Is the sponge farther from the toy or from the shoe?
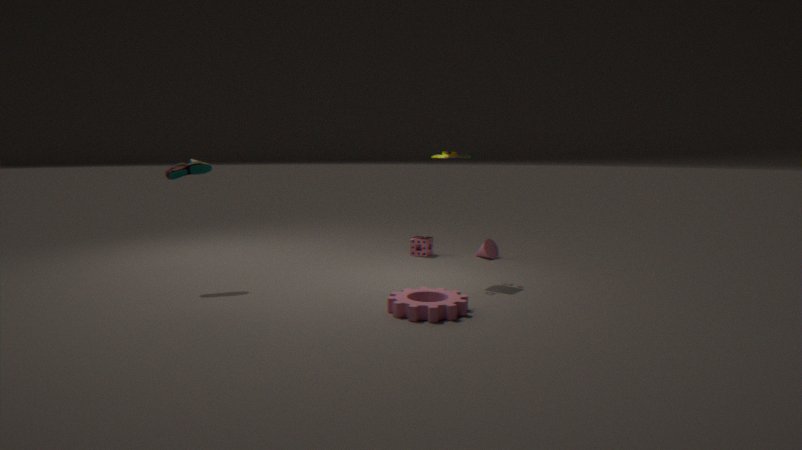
the shoe
